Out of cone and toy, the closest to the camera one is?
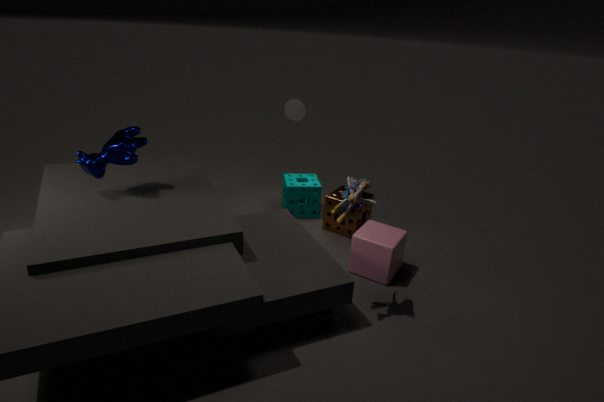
toy
